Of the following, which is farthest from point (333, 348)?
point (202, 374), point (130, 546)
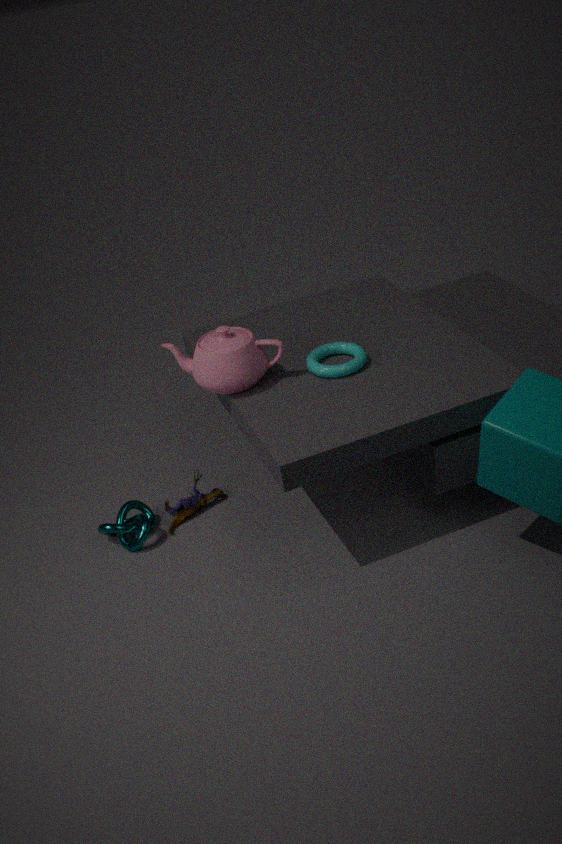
point (130, 546)
